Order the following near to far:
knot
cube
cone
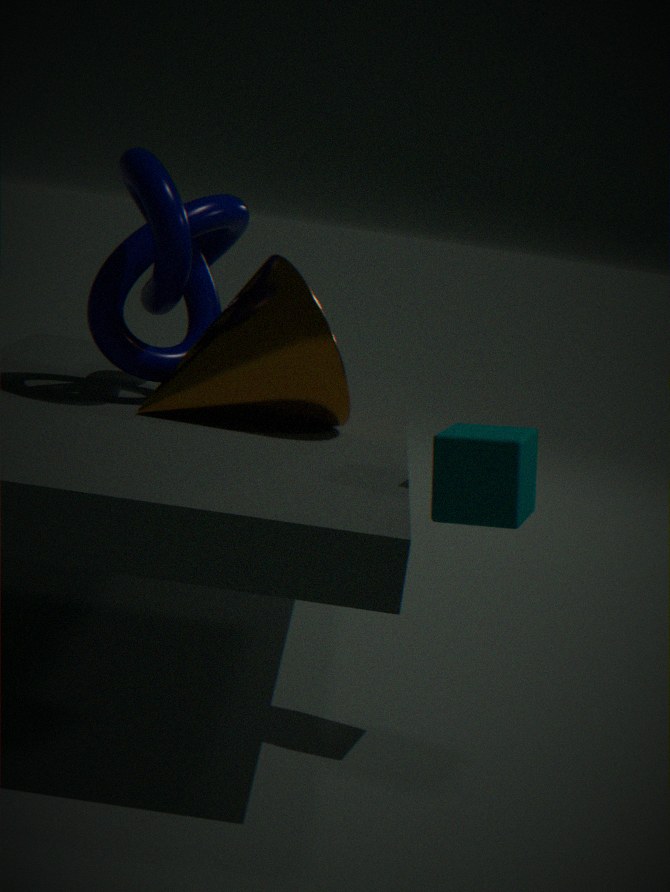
cube
knot
cone
